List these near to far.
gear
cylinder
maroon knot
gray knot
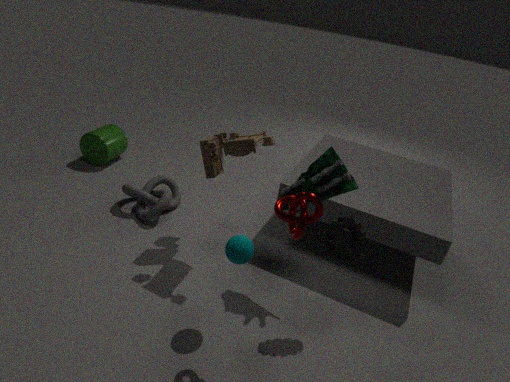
maroon knot
gear
gray knot
cylinder
